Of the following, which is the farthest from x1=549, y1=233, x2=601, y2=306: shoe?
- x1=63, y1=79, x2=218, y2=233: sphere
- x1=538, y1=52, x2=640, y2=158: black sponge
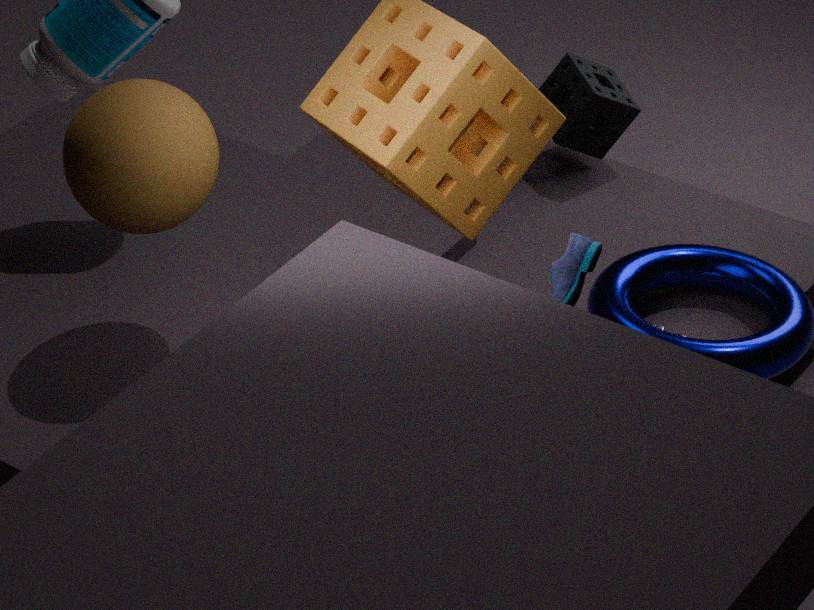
x1=538, y1=52, x2=640, y2=158: black sponge
